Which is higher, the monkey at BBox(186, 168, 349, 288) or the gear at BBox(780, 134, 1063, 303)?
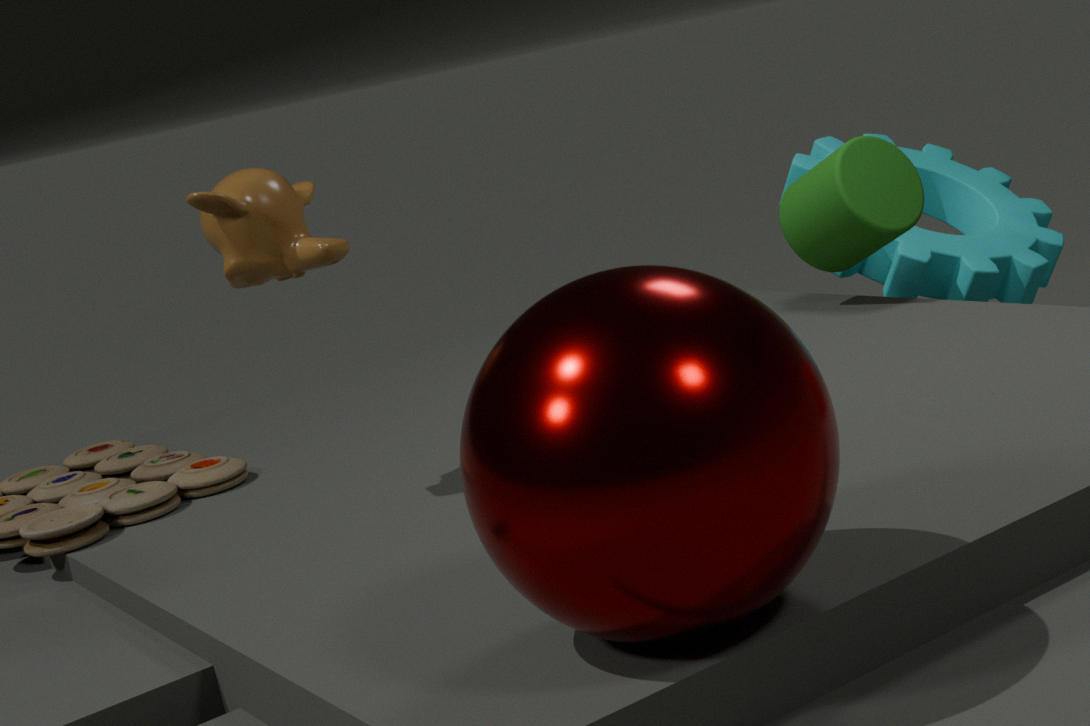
the monkey at BBox(186, 168, 349, 288)
